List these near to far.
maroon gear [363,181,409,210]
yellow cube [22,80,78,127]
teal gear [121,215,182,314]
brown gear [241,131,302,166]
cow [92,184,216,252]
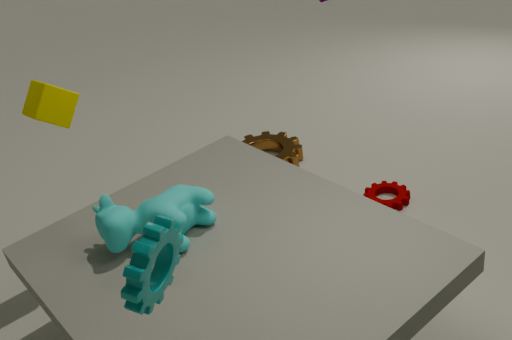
1. teal gear [121,215,182,314]
2. cow [92,184,216,252]
3. yellow cube [22,80,78,127]
4. maroon gear [363,181,409,210]
5. brown gear [241,131,302,166]
